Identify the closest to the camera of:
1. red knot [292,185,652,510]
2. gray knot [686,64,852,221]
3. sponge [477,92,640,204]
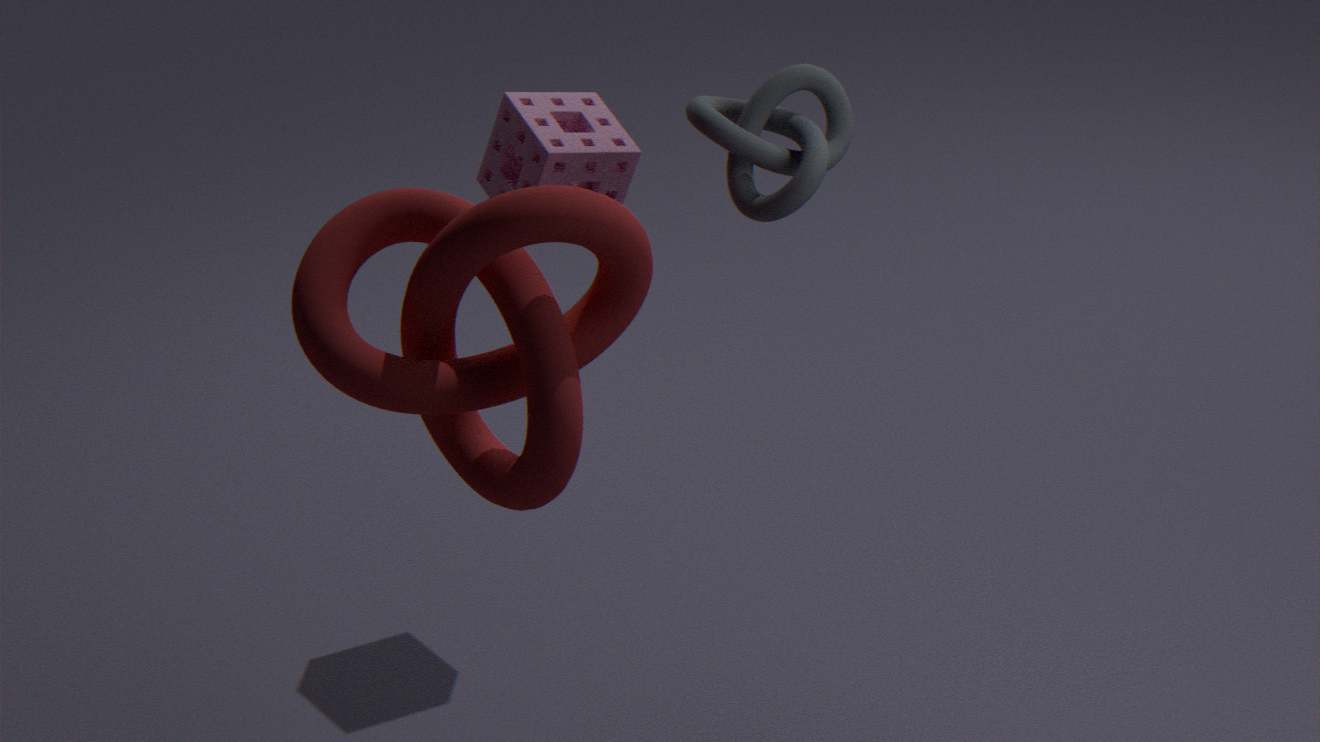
red knot [292,185,652,510]
